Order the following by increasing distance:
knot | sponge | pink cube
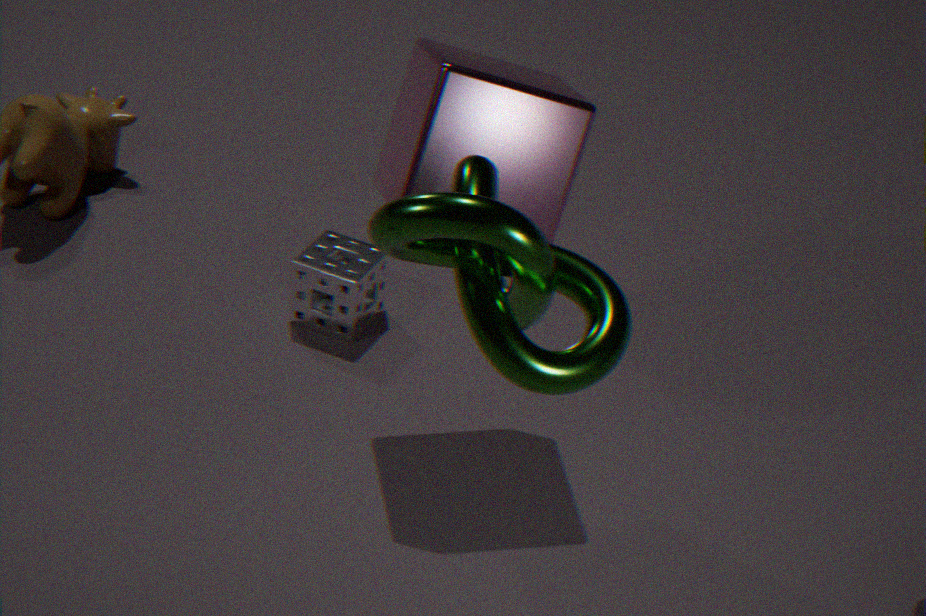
knot → pink cube → sponge
